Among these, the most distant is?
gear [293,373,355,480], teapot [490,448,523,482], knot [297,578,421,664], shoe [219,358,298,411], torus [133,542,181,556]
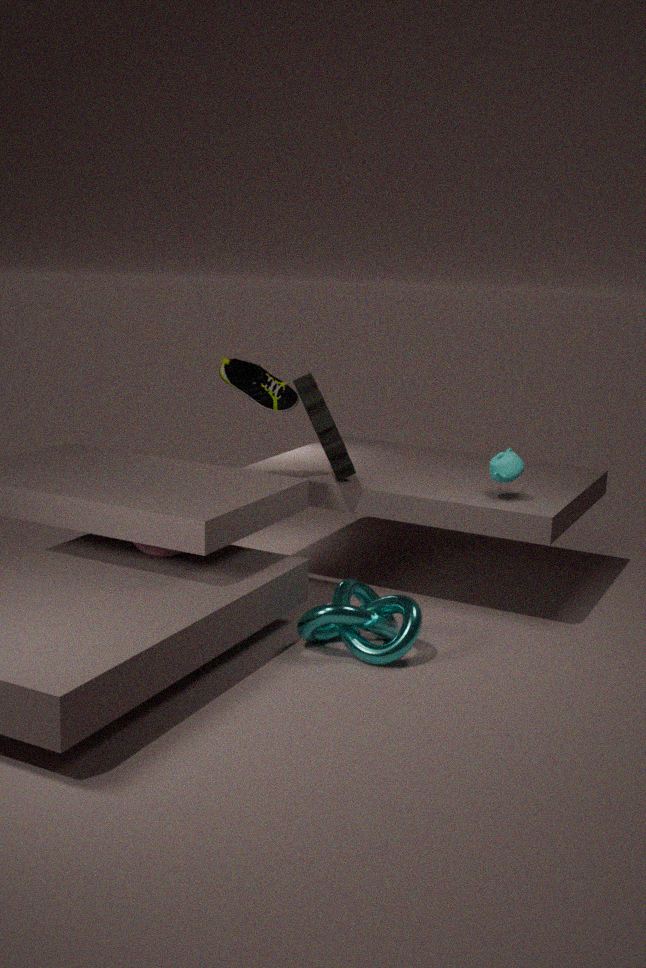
shoe [219,358,298,411]
